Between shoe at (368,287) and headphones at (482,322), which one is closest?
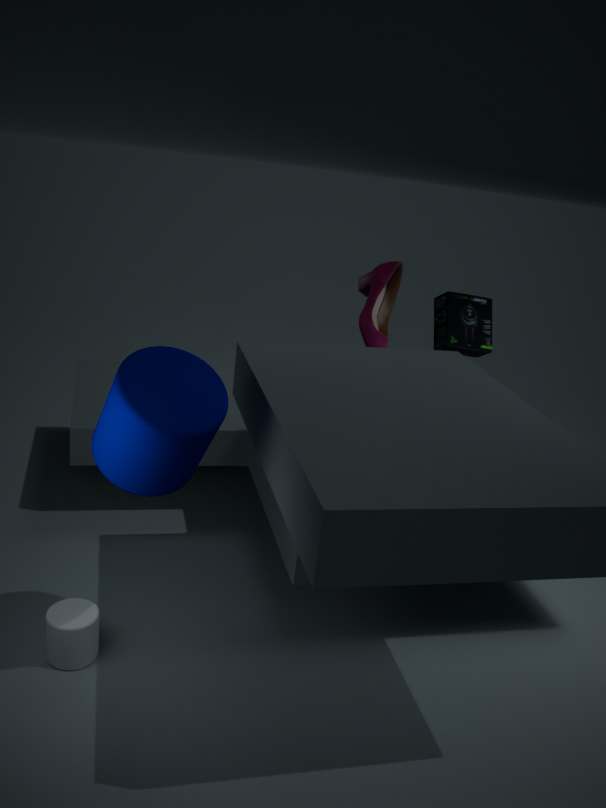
headphones at (482,322)
